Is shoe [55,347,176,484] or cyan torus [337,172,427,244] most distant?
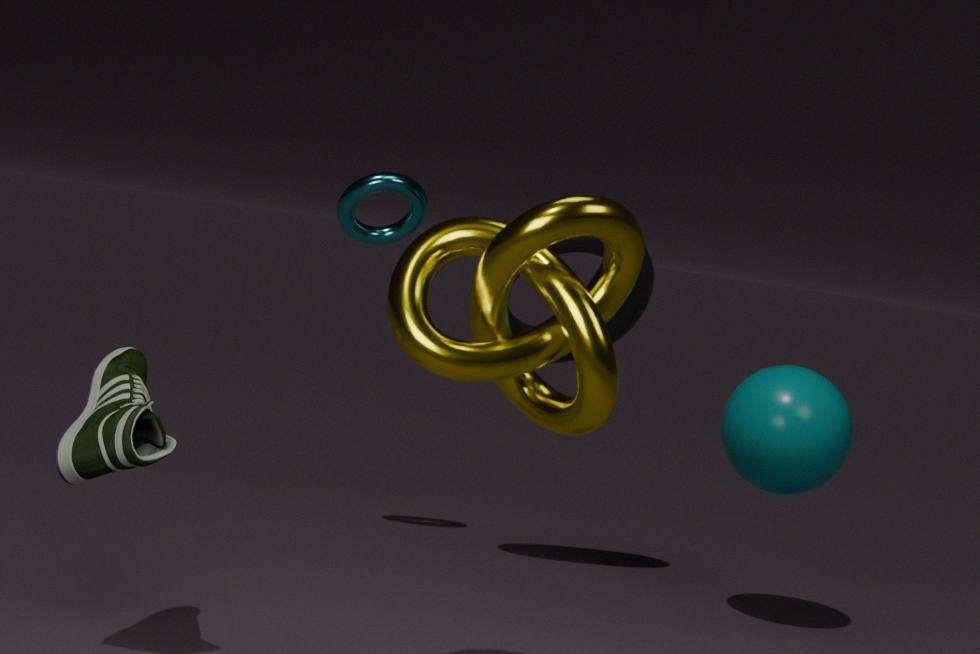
cyan torus [337,172,427,244]
